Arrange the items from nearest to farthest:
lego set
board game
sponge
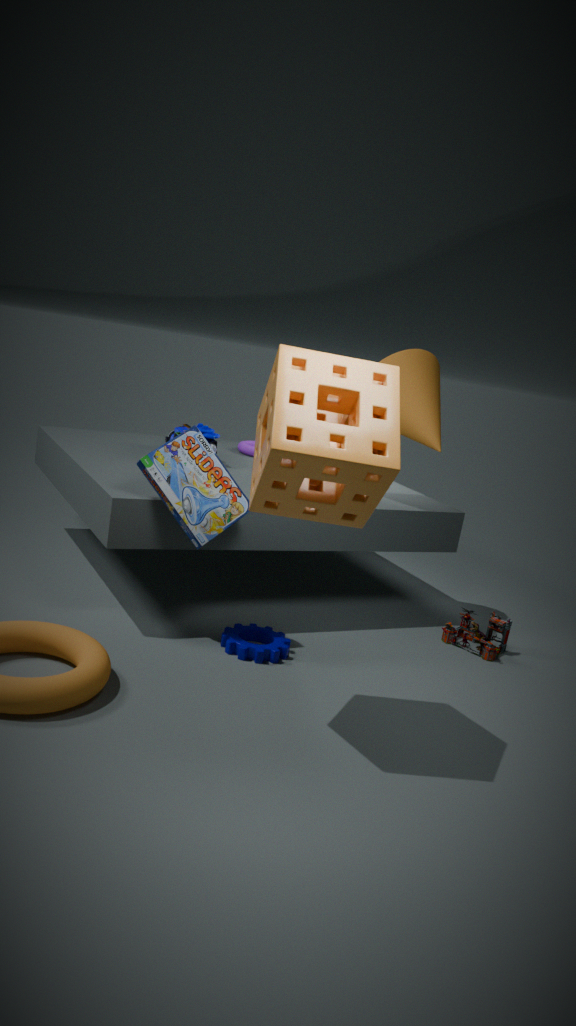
sponge, board game, lego set
